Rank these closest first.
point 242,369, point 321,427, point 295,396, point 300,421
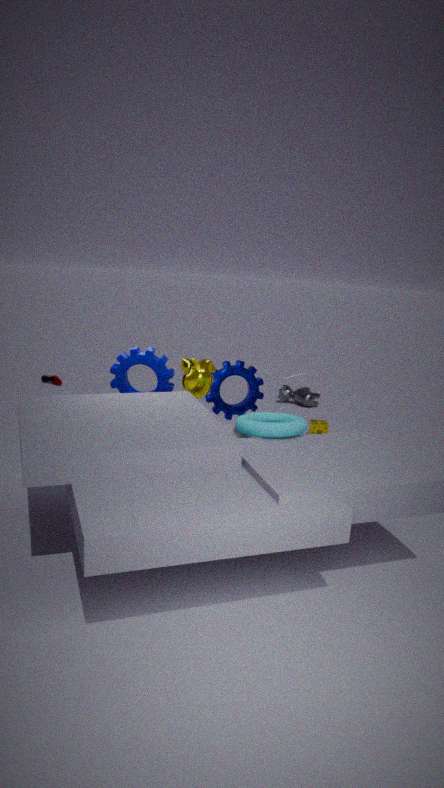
point 300,421 < point 242,369 < point 321,427 < point 295,396
